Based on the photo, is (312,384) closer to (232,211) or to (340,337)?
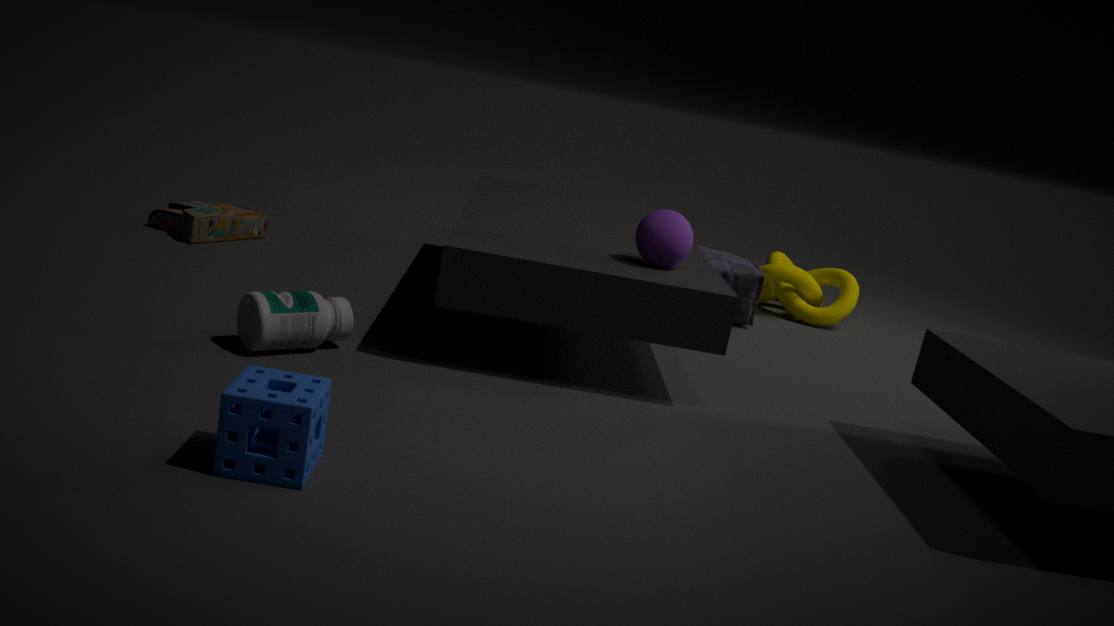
(340,337)
